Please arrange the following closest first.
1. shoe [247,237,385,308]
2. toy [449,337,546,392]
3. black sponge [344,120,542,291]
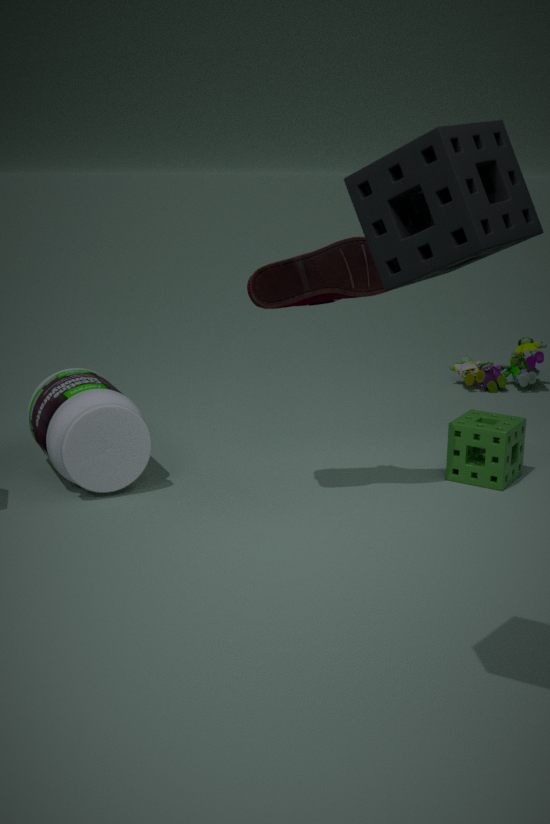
black sponge [344,120,542,291]
shoe [247,237,385,308]
toy [449,337,546,392]
